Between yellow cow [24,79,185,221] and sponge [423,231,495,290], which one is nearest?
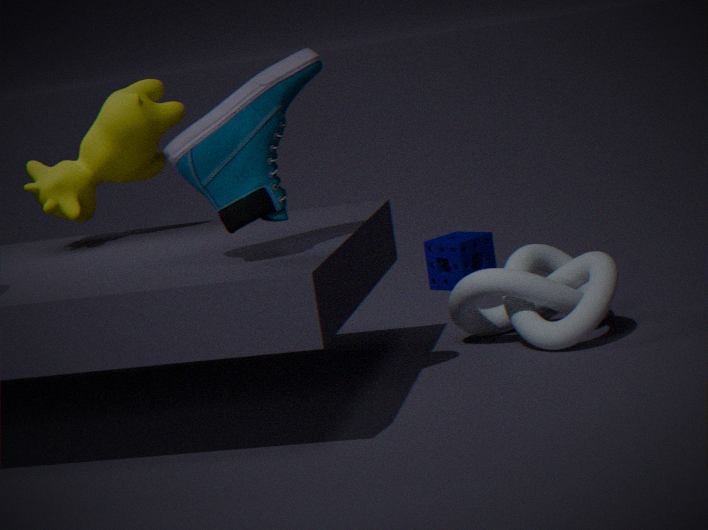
yellow cow [24,79,185,221]
